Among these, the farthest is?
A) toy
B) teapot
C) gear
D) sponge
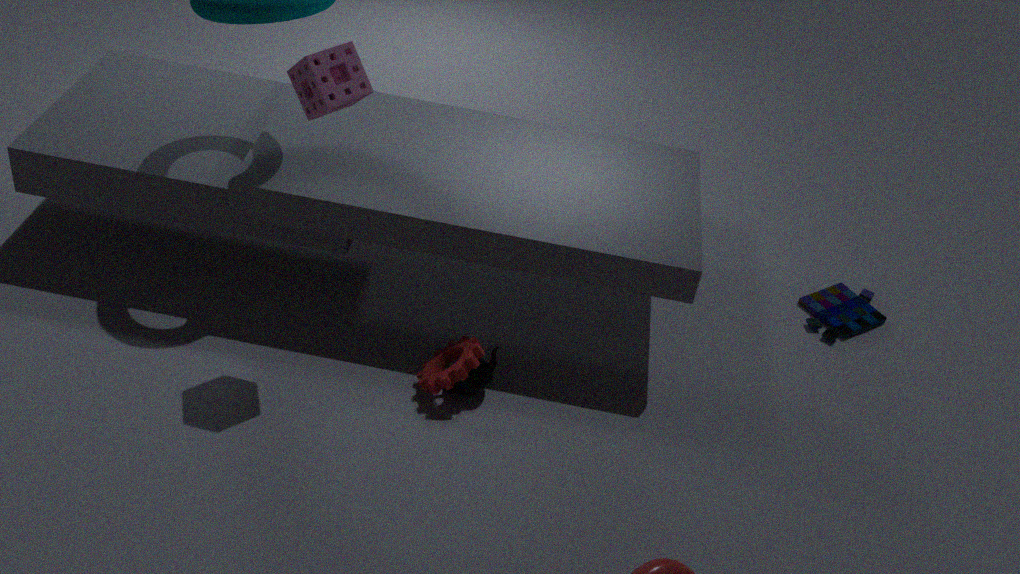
toy
